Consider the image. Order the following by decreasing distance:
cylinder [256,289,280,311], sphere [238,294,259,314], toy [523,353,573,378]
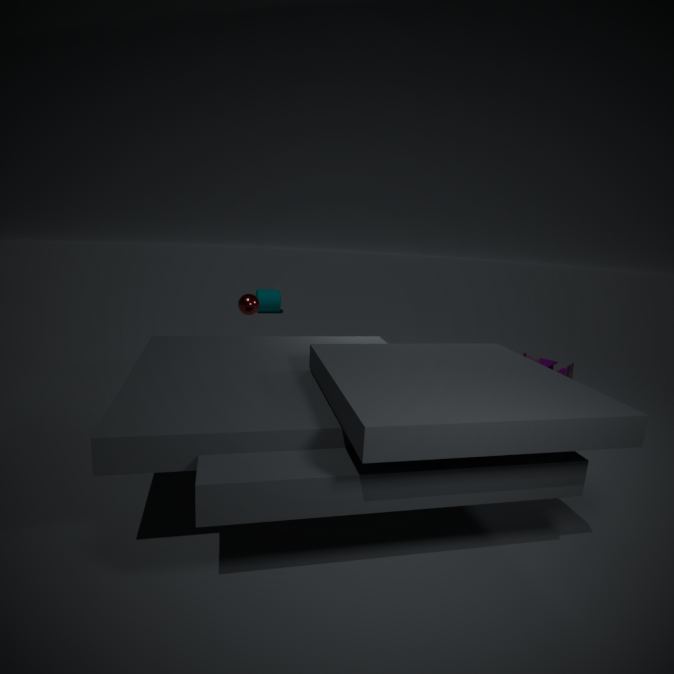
cylinder [256,289,280,311], toy [523,353,573,378], sphere [238,294,259,314]
